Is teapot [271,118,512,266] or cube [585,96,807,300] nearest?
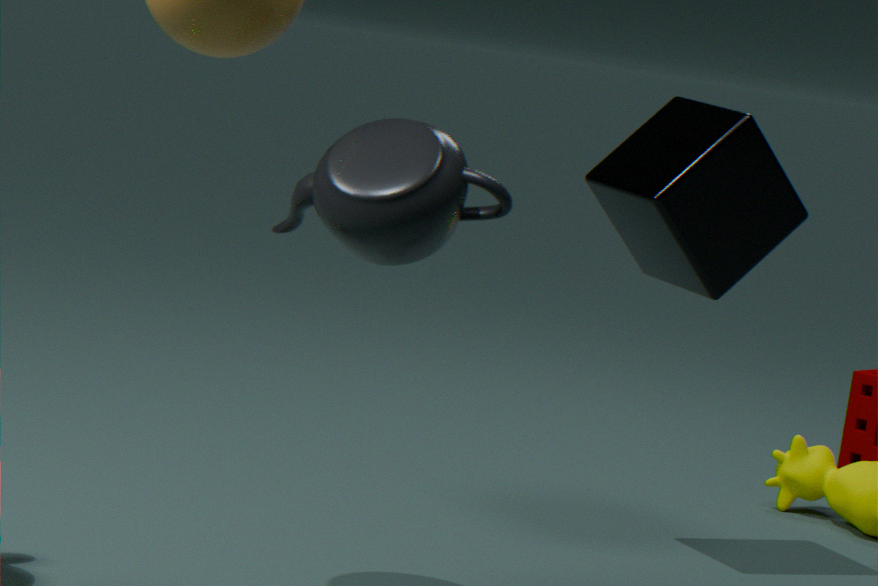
teapot [271,118,512,266]
